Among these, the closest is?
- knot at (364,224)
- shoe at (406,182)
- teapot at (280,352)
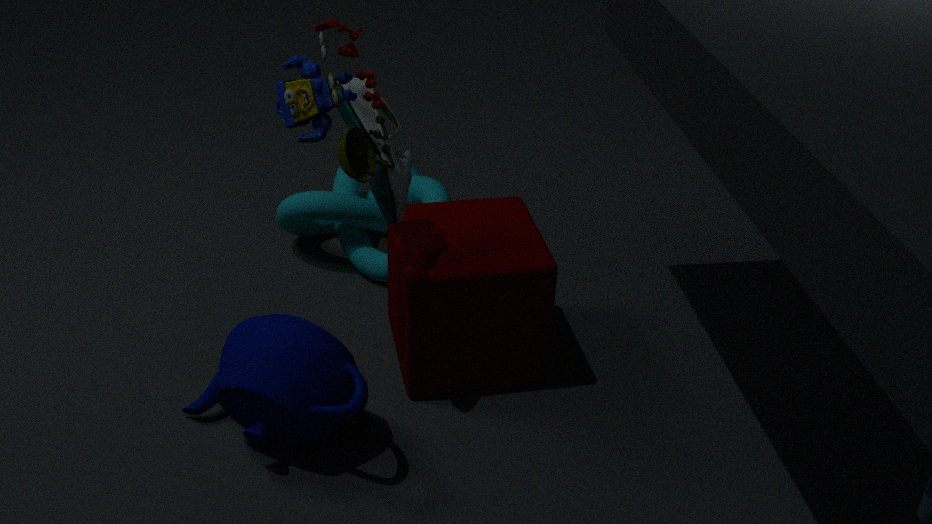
teapot at (280,352)
